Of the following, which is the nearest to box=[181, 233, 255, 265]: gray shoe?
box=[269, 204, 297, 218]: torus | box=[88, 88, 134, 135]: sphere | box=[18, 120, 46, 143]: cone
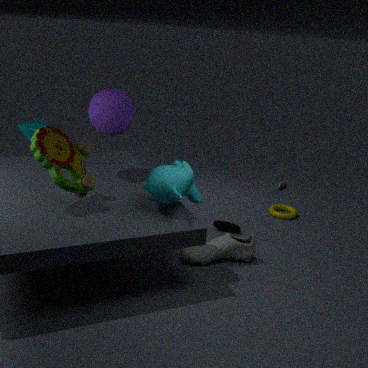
box=[269, 204, 297, 218]: torus
